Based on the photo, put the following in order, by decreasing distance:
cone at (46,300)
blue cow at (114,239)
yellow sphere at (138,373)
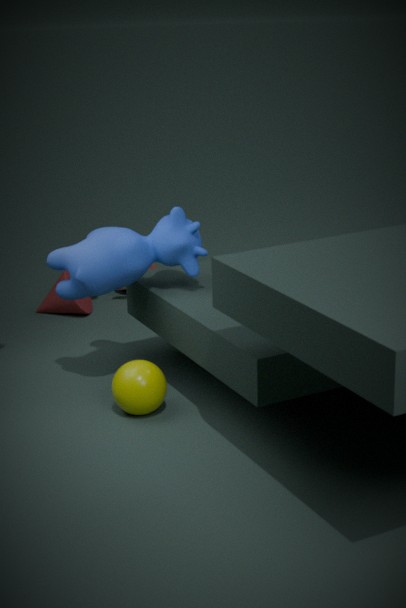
1. cone at (46,300)
2. blue cow at (114,239)
3. yellow sphere at (138,373)
